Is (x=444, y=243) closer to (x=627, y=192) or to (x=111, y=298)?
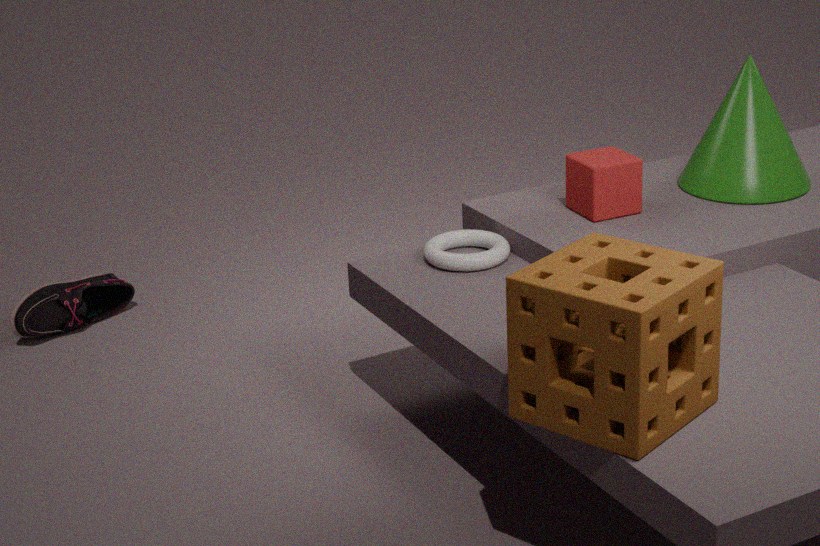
(x=627, y=192)
